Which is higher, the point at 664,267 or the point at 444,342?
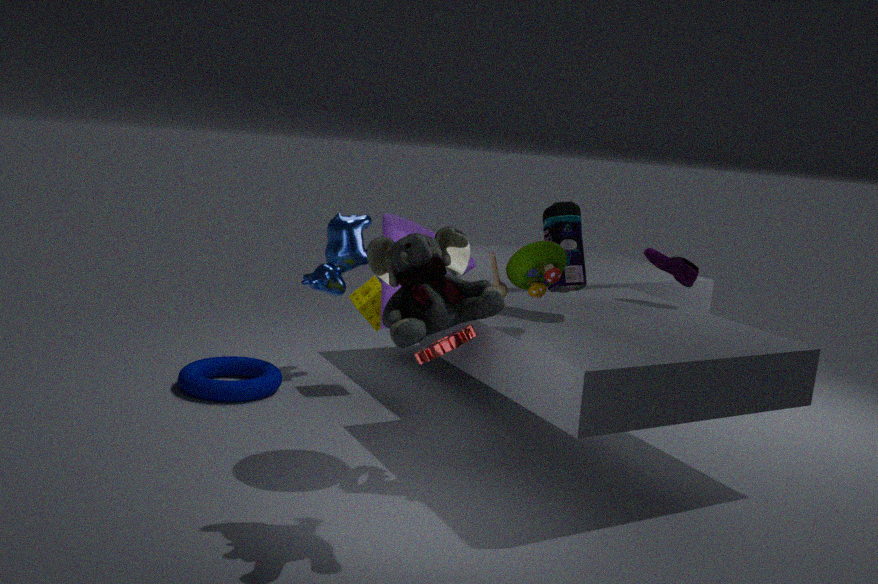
the point at 664,267
